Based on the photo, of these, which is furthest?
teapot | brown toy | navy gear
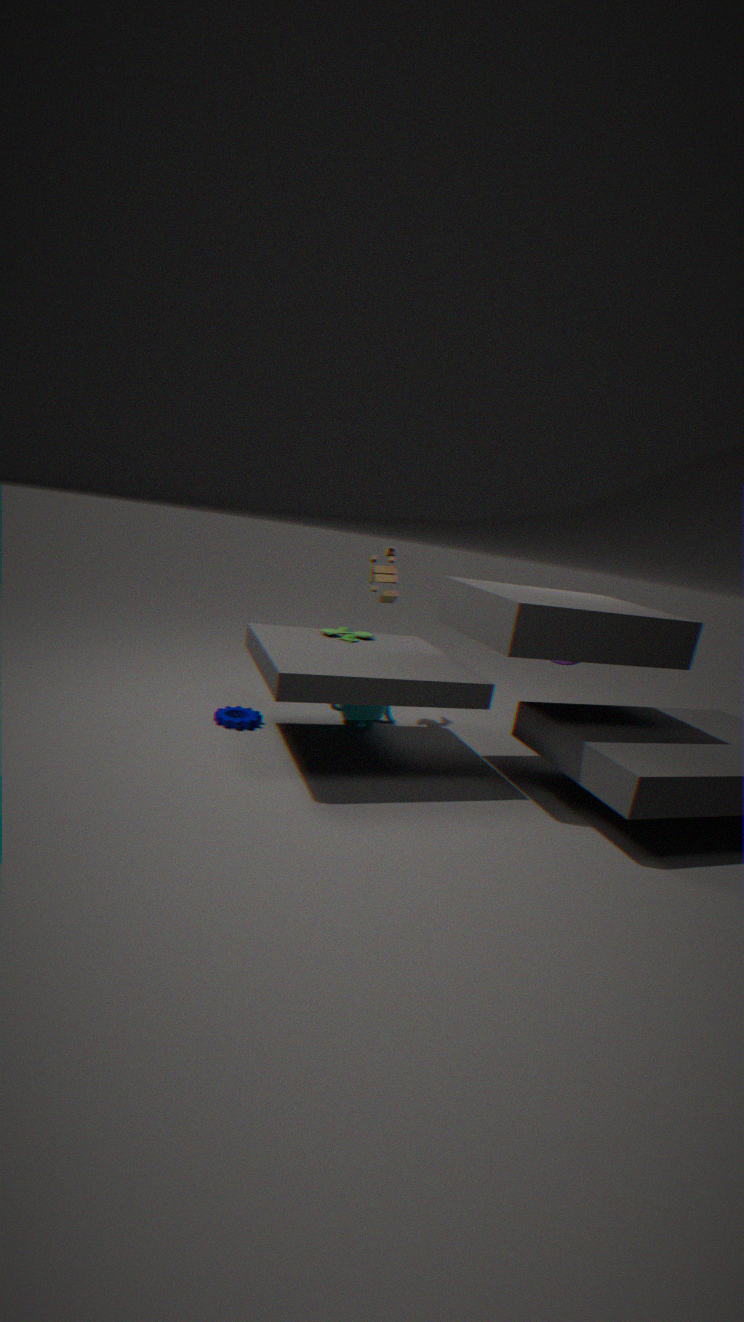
brown toy
